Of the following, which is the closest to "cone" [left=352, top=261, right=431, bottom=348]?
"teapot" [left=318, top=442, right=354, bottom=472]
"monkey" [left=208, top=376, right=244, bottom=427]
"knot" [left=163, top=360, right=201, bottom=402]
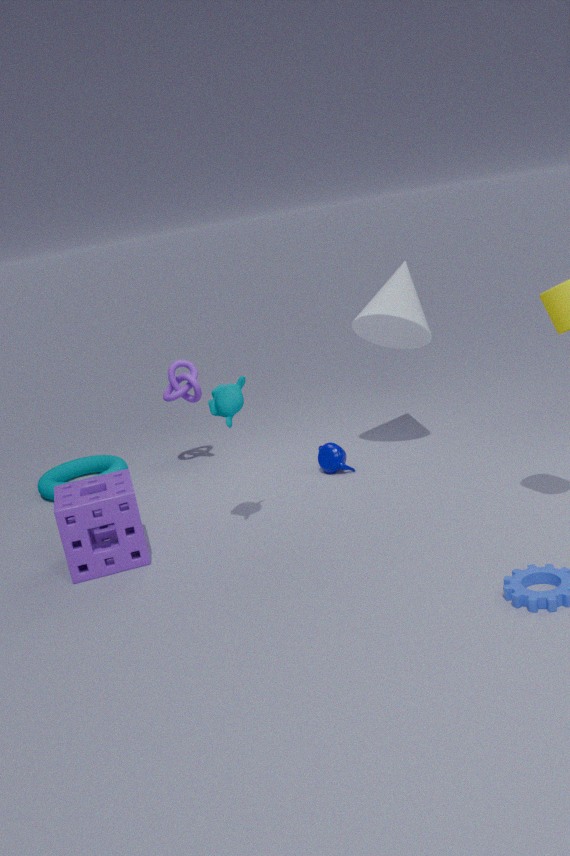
"teapot" [left=318, top=442, right=354, bottom=472]
